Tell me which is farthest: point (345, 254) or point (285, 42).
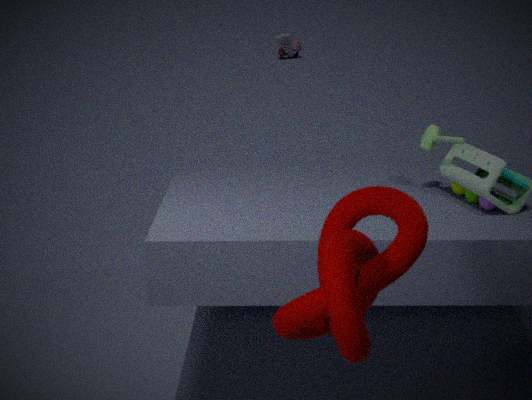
point (285, 42)
